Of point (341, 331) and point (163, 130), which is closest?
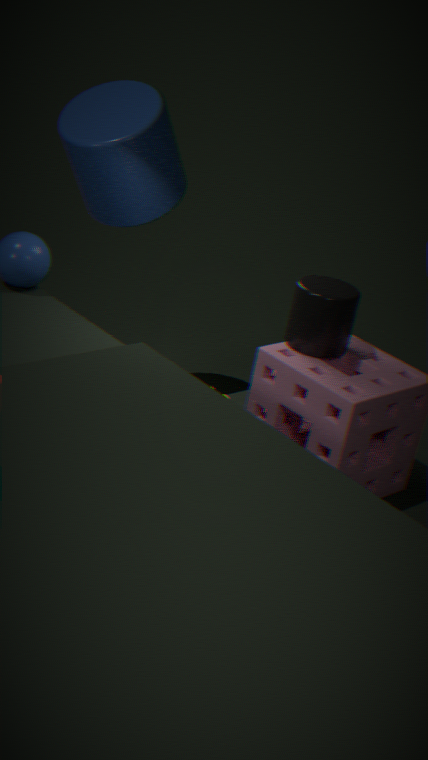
point (341, 331)
